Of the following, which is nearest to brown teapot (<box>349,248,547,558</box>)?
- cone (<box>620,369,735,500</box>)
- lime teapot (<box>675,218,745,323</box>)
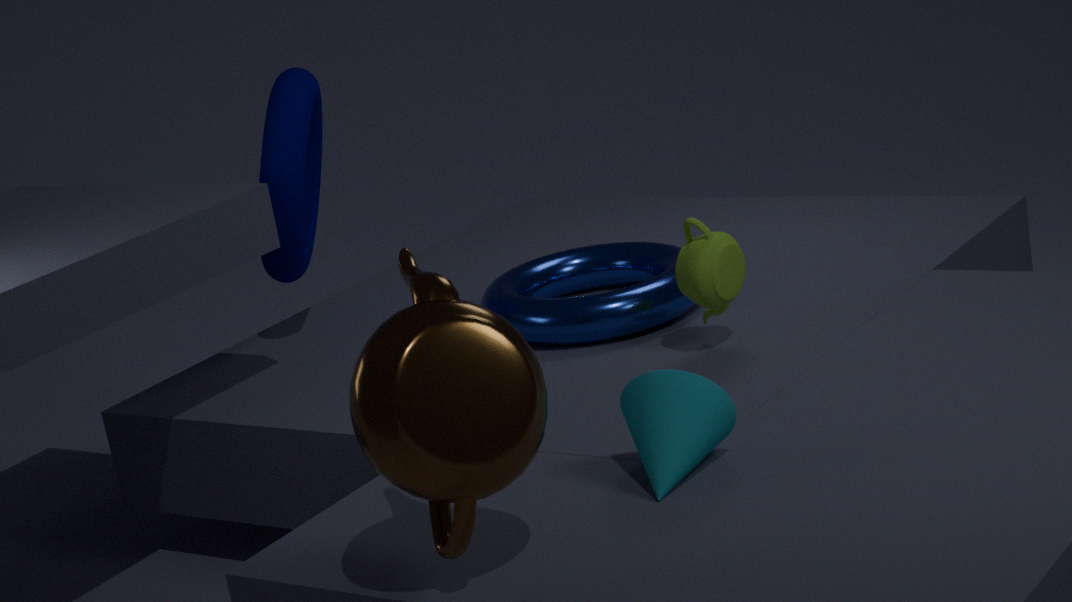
cone (<box>620,369,735,500</box>)
